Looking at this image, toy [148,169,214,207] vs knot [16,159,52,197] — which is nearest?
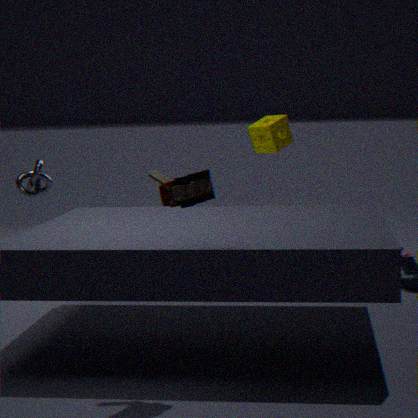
toy [148,169,214,207]
